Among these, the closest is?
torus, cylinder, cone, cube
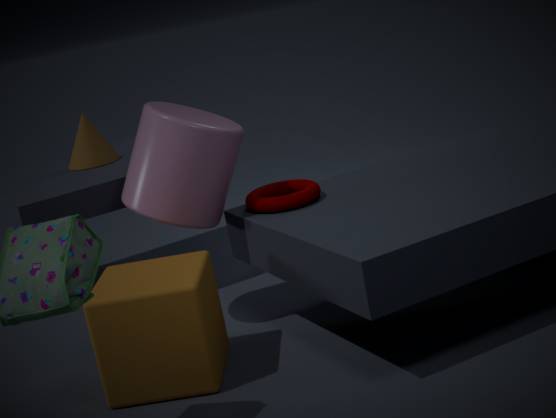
cube
